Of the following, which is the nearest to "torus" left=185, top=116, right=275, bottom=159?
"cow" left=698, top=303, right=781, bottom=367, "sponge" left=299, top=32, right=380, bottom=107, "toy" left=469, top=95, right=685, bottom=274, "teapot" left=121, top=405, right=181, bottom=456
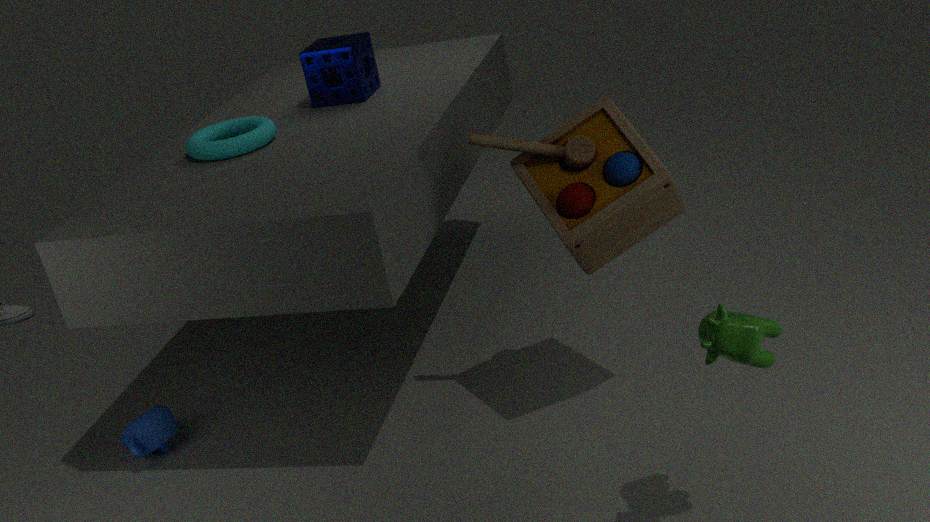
"sponge" left=299, top=32, right=380, bottom=107
